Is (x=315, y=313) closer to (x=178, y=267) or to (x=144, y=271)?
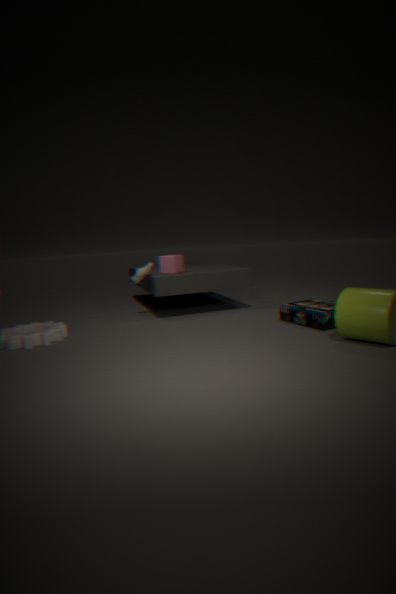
(x=178, y=267)
